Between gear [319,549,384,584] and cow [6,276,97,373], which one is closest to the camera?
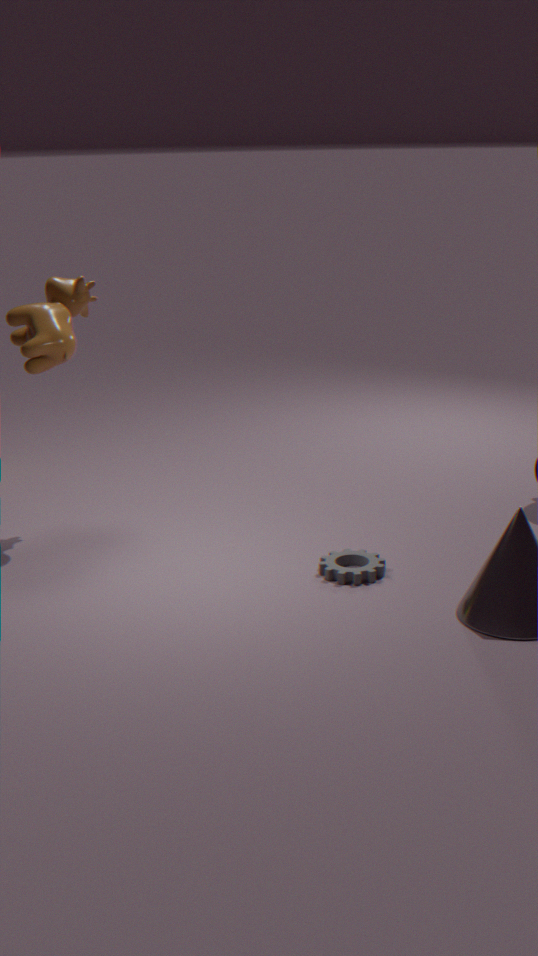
gear [319,549,384,584]
